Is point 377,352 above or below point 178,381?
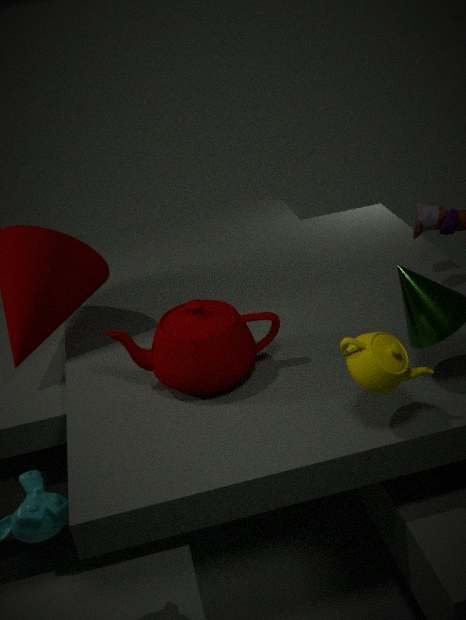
above
